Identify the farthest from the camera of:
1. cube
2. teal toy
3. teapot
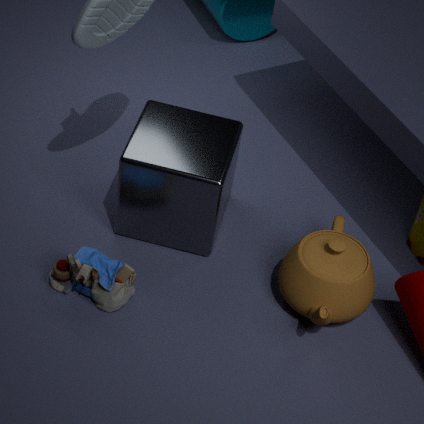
cube
